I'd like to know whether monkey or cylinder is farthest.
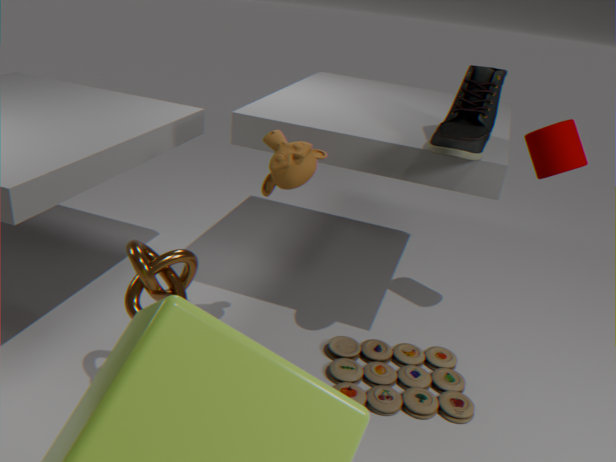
cylinder
